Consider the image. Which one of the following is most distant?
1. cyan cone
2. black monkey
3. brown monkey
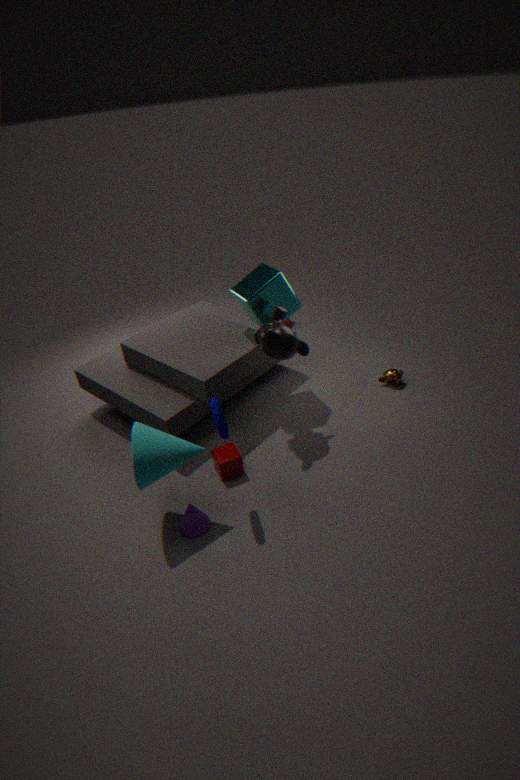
brown monkey
